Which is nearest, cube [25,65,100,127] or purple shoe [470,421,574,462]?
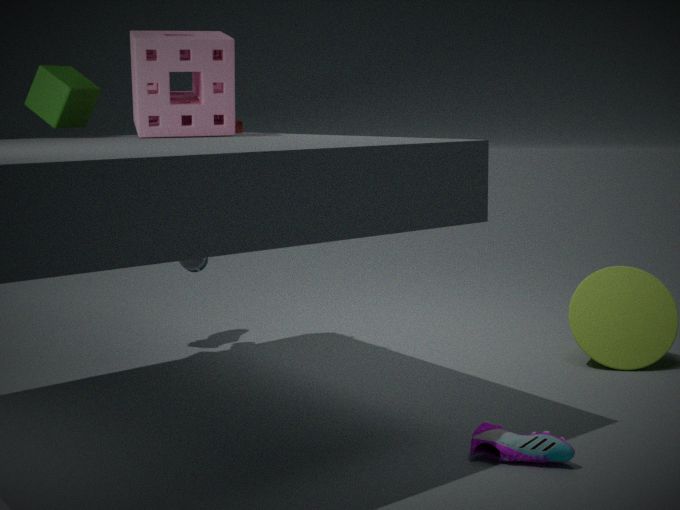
purple shoe [470,421,574,462]
